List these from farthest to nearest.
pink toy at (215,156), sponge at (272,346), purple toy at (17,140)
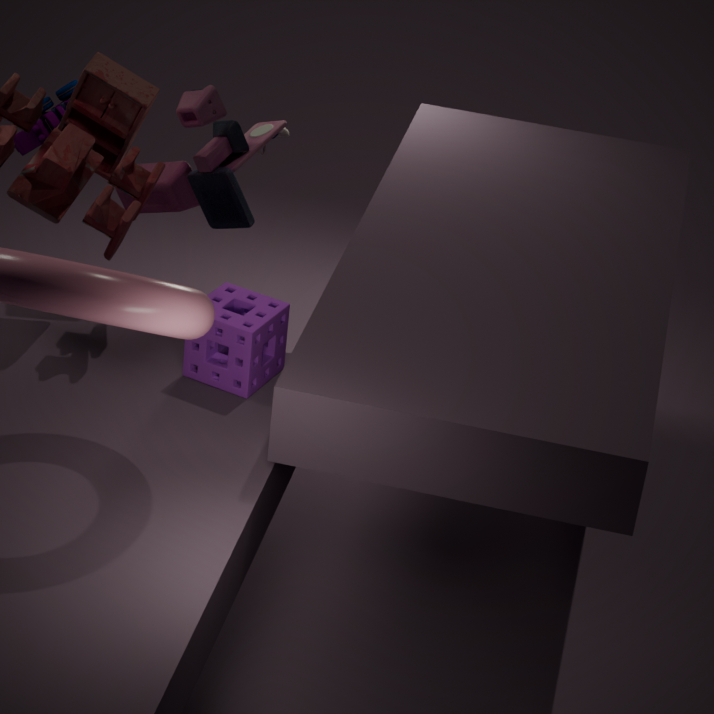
purple toy at (17,140) < pink toy at (215,156) < sponge at (272,346)
